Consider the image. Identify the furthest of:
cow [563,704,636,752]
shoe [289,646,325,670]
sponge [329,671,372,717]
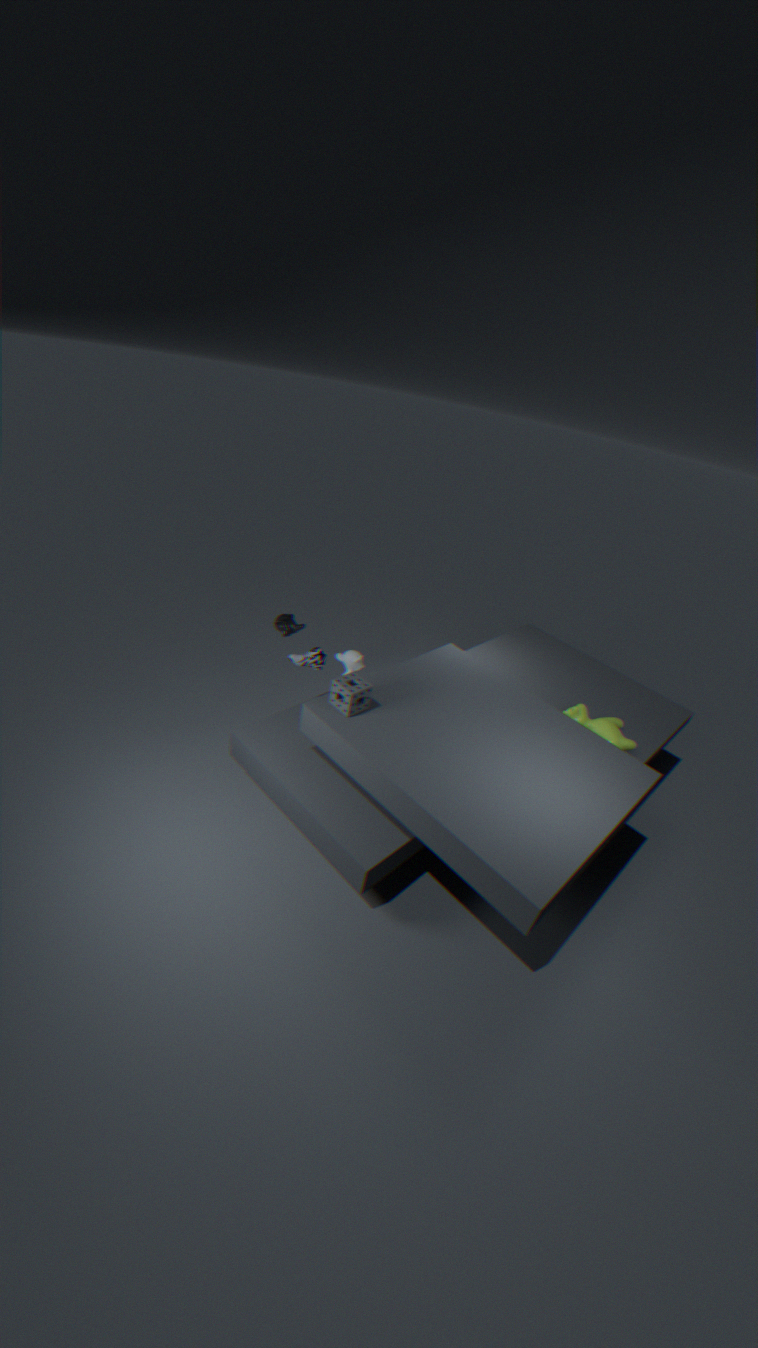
shoe [289,646,325,670]
